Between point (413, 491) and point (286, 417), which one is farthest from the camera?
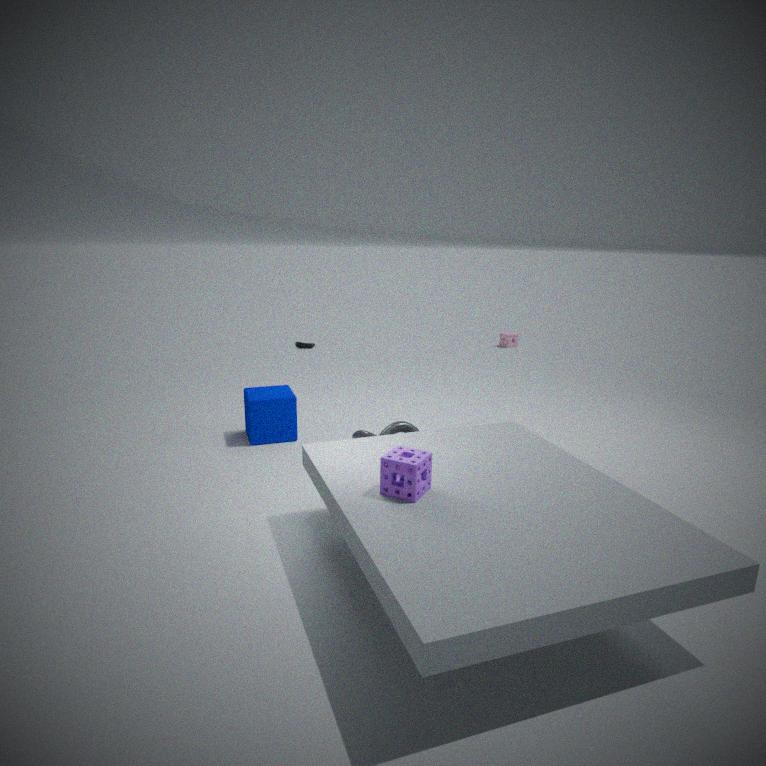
point (286, 417)
